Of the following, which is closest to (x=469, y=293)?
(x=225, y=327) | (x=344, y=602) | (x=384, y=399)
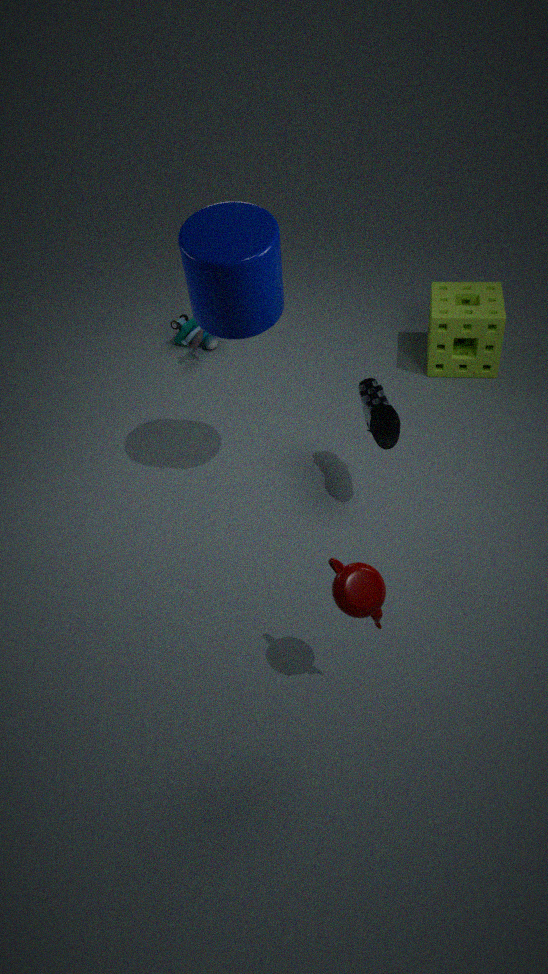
(x=384, y=399)
